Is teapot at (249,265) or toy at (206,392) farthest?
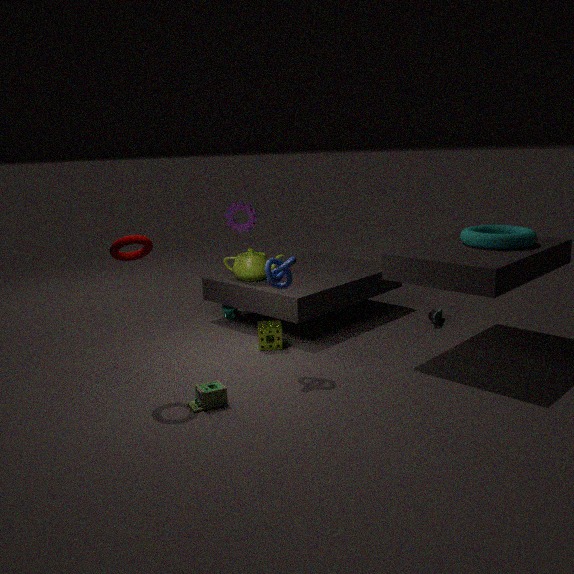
teapot at (249,265)
